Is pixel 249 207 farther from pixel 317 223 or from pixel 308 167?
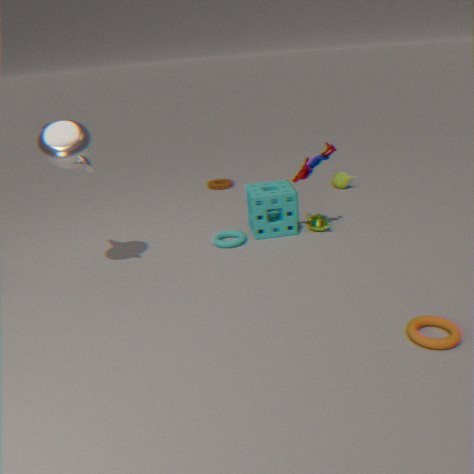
pixel 308 167
